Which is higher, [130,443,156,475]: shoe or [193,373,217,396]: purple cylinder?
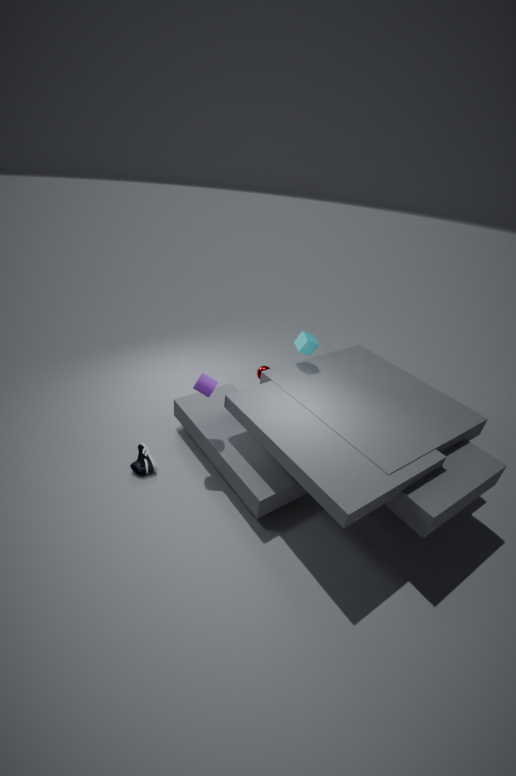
[193,373,217,396]: purple cylinder
